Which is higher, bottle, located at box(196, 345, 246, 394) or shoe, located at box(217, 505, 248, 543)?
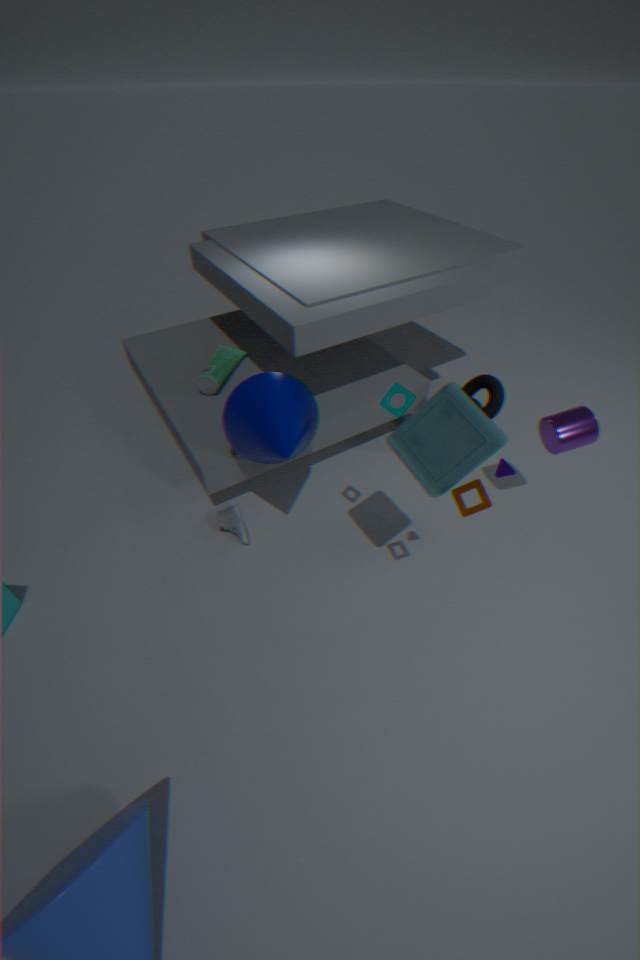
bottle, located at box(196, 345, 246, 394)
